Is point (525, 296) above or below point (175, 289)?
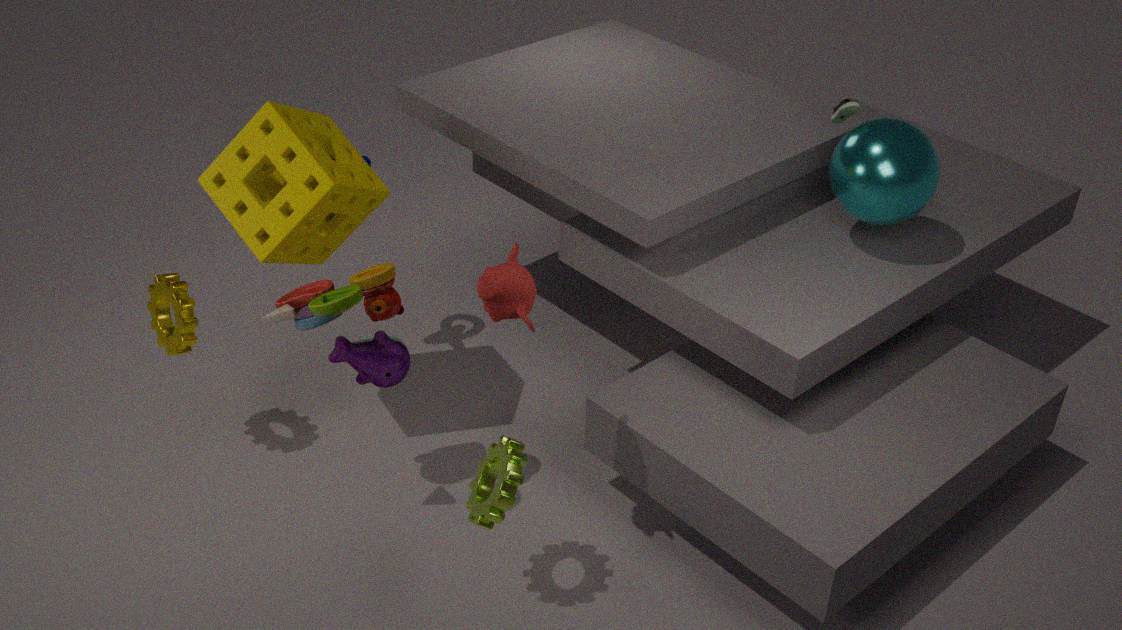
above
